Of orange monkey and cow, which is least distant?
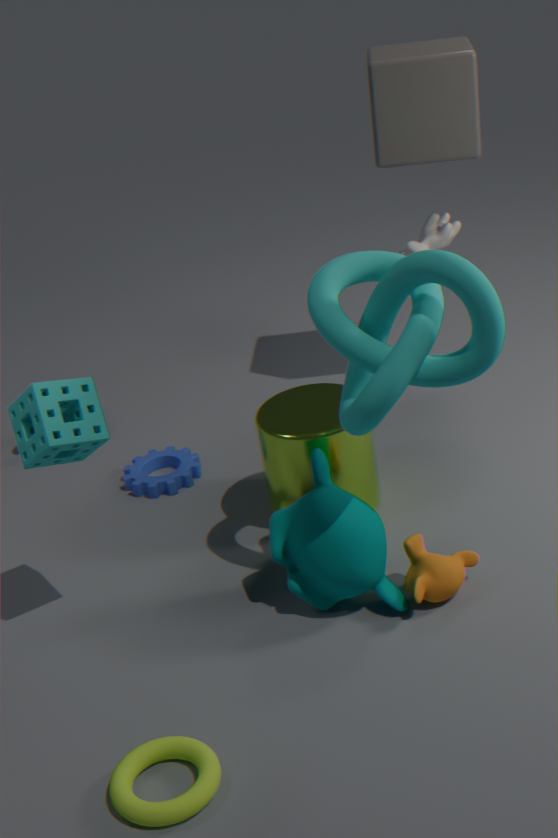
orange monkey
